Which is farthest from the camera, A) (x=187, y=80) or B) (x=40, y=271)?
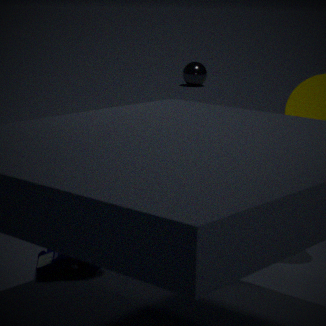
A. (x=187, y=80)
